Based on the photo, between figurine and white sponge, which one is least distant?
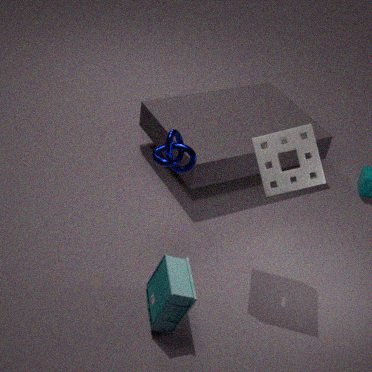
figurine
